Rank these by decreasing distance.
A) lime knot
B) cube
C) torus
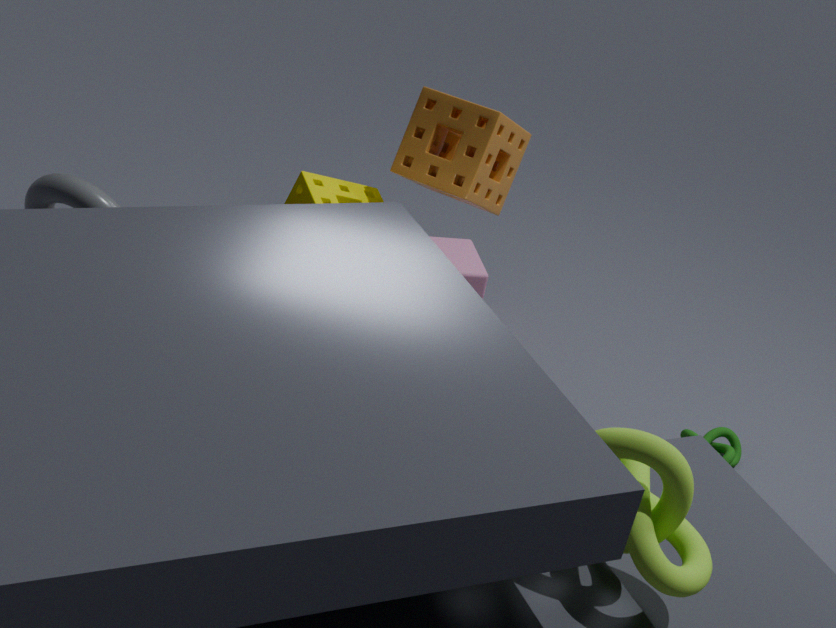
cube → torus → lime knot
